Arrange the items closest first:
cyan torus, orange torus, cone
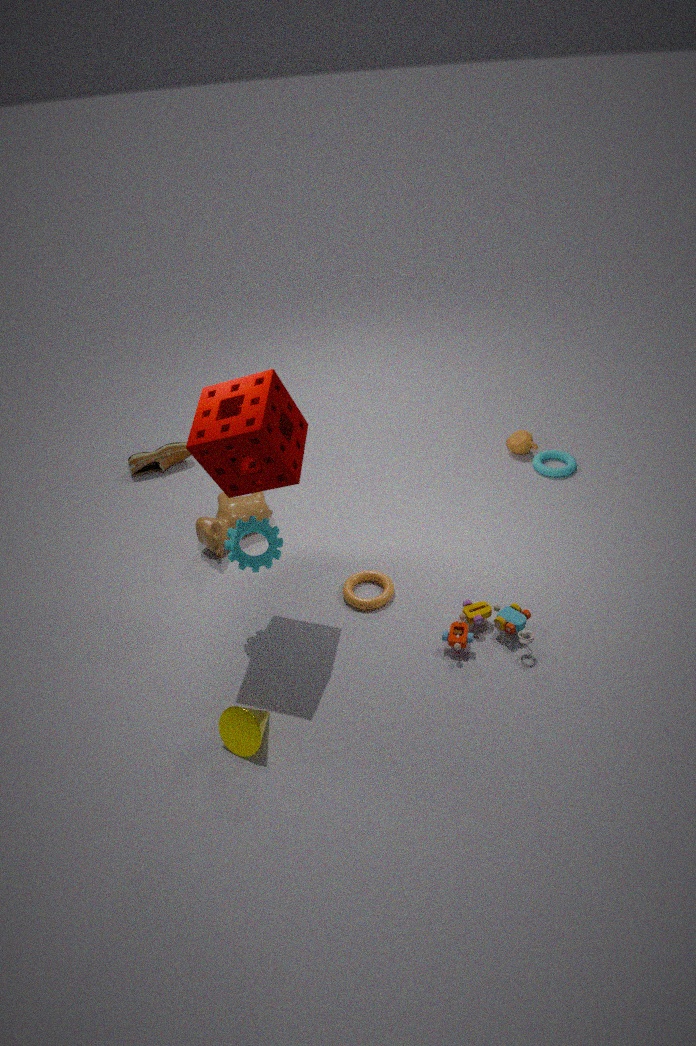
cone
orange torus
cyan torus
